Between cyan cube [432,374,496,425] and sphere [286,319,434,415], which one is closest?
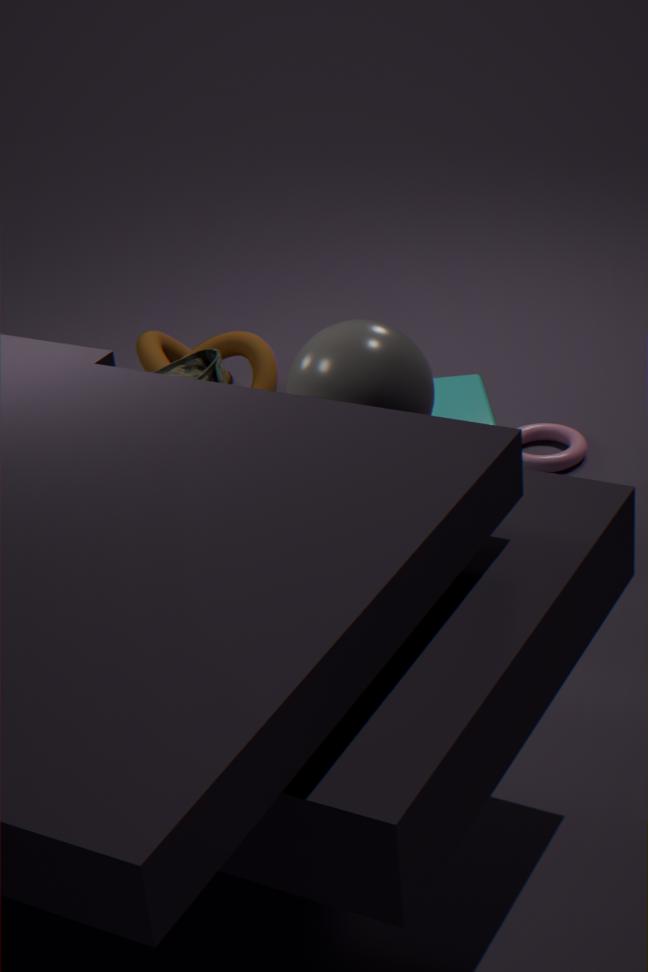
sphere [286,319,434,415]
